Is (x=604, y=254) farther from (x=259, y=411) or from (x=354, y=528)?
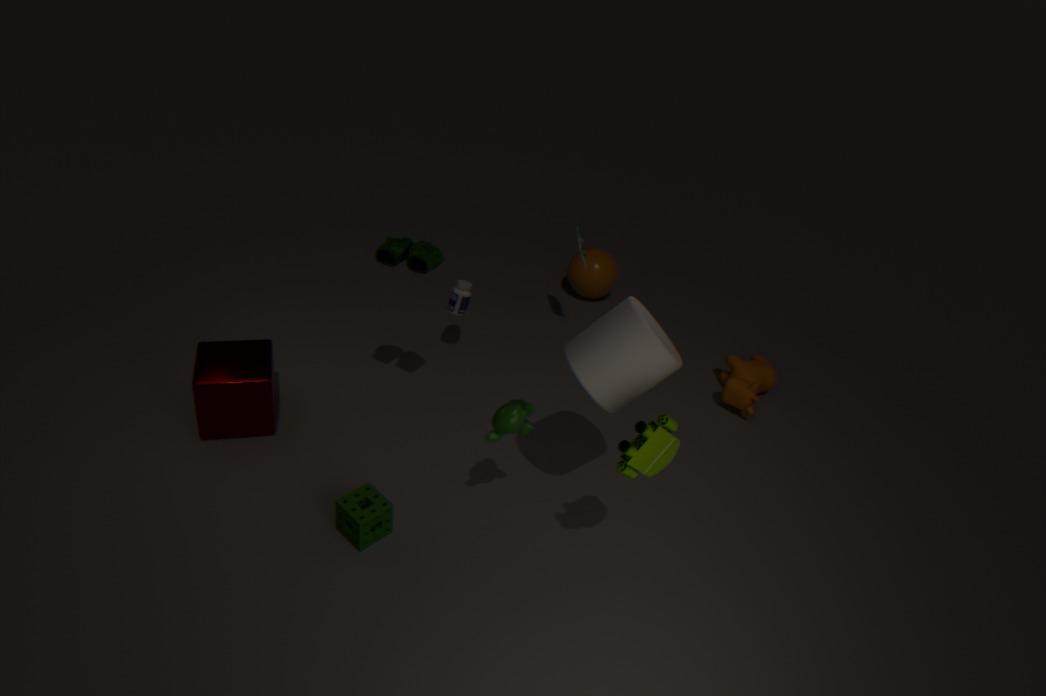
(x=354, y=528)
